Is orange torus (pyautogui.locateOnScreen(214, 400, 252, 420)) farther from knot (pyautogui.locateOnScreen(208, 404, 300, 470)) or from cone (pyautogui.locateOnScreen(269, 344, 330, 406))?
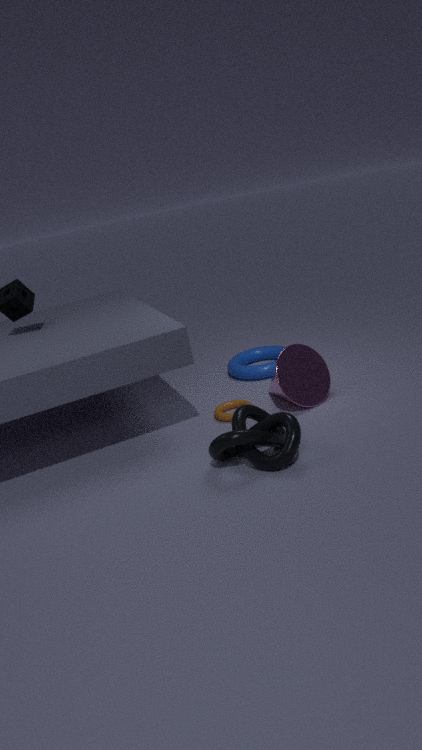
knot (pyautogui.locateOnScreen(208, 404, 300, 470))
